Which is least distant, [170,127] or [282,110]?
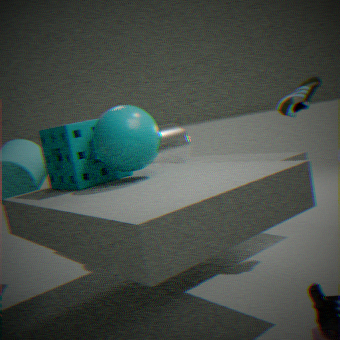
[282,110]
